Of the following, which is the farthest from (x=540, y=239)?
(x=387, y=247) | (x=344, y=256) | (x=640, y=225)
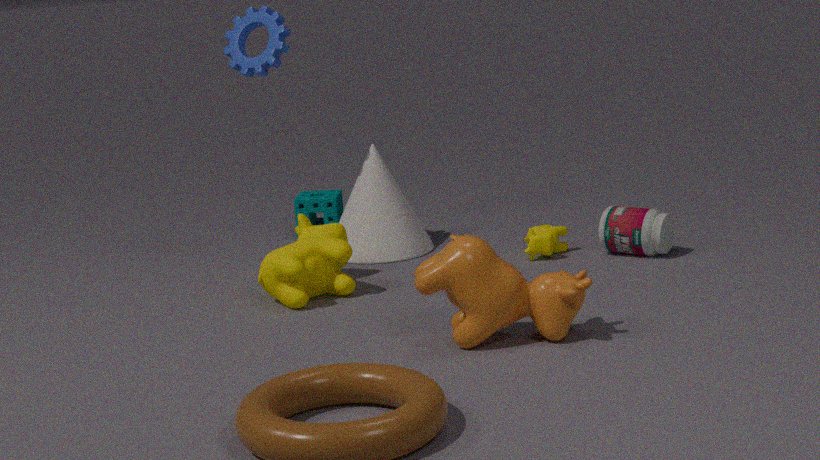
(x=344, y=256)
